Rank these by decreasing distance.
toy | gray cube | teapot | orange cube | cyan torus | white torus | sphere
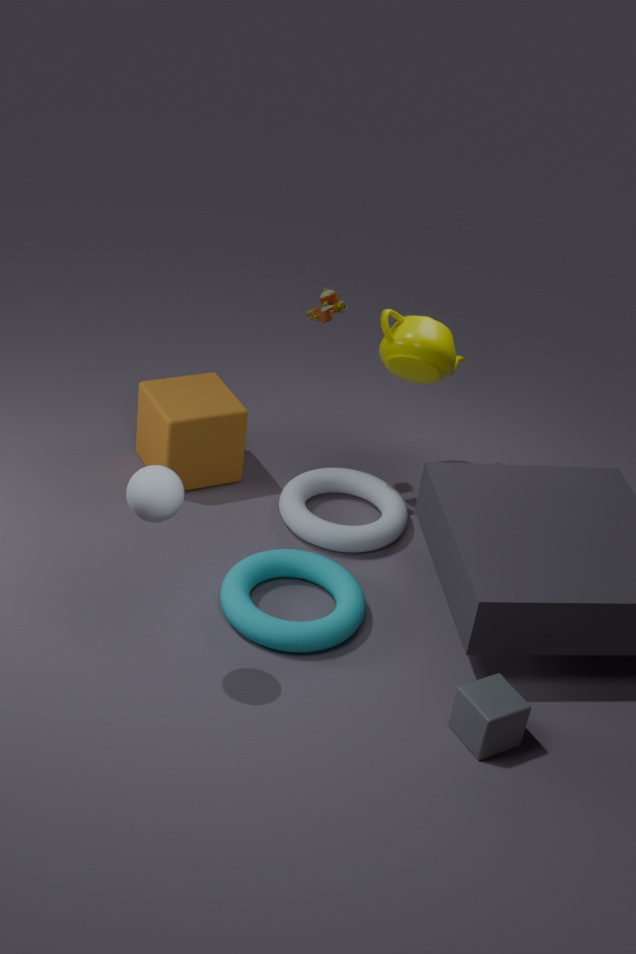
teapot, orange cube, white torus, toy, cyan torus, gray cube, sphere
